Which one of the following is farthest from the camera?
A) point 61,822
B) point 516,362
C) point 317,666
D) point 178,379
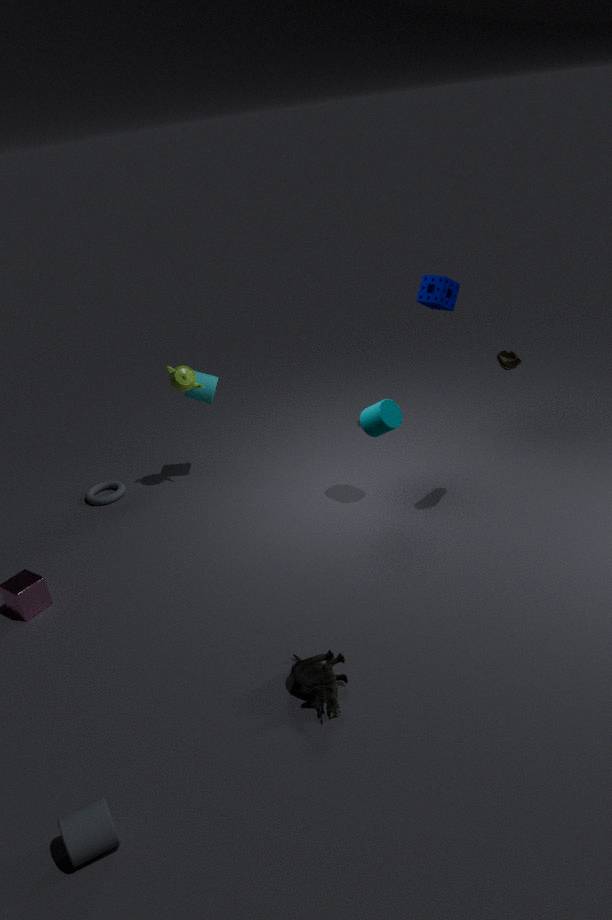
point 178,379
